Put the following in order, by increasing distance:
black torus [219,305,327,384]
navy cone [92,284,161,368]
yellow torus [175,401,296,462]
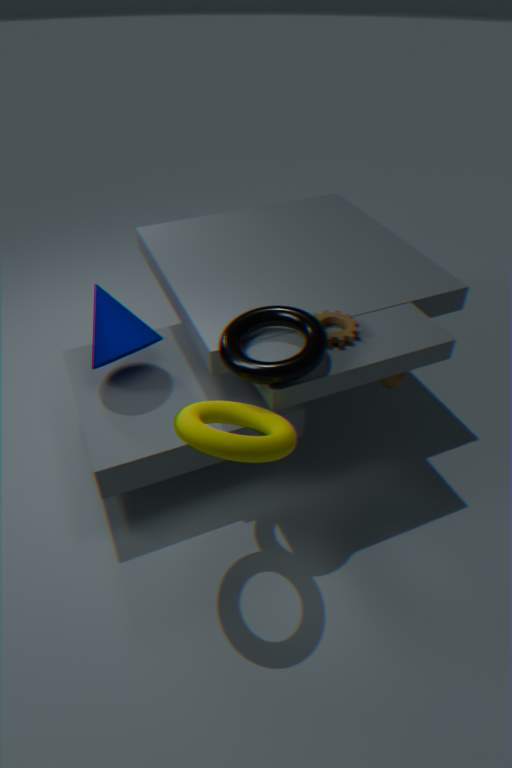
yellow torus [175,401,296,462] → black torus [219,305,327,384] → navy cone [92,284,161,368]
